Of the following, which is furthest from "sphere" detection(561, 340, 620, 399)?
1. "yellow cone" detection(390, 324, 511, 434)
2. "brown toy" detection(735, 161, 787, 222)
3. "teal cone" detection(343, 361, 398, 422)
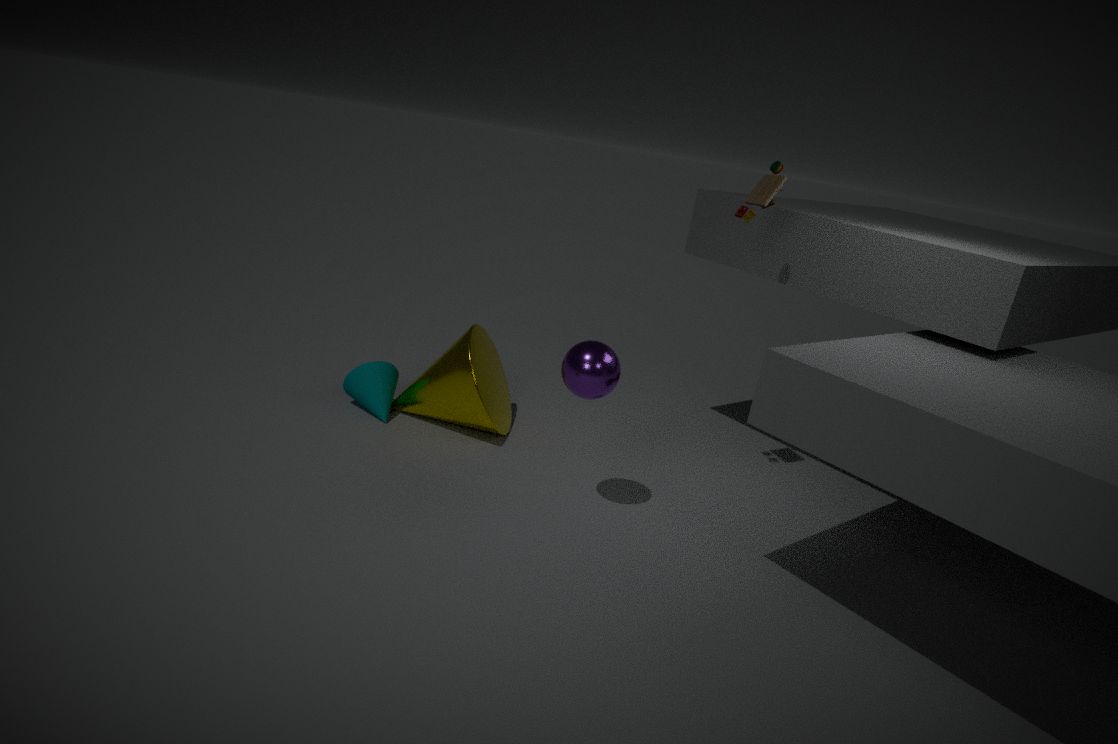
"teal cone" detection(343, 361, 398, 422)
